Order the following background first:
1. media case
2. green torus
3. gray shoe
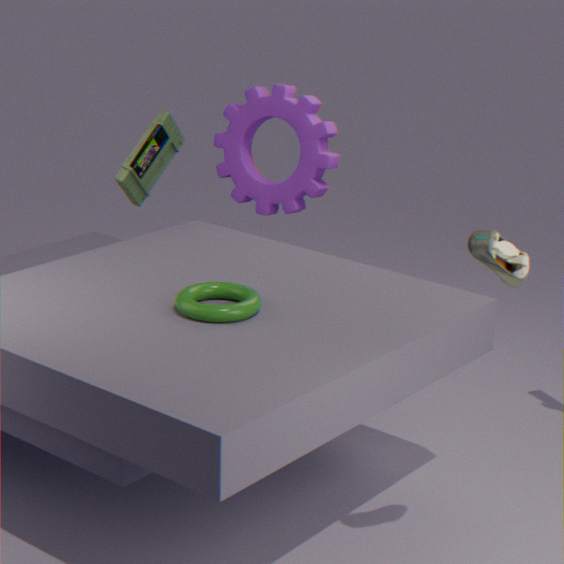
media case, green torus, gray shoe
